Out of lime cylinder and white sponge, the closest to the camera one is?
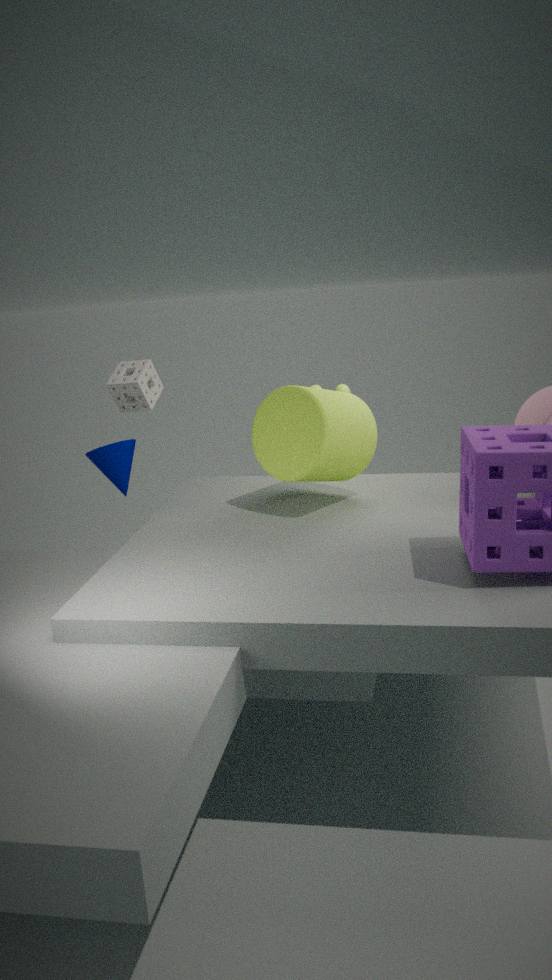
lime cylinder
